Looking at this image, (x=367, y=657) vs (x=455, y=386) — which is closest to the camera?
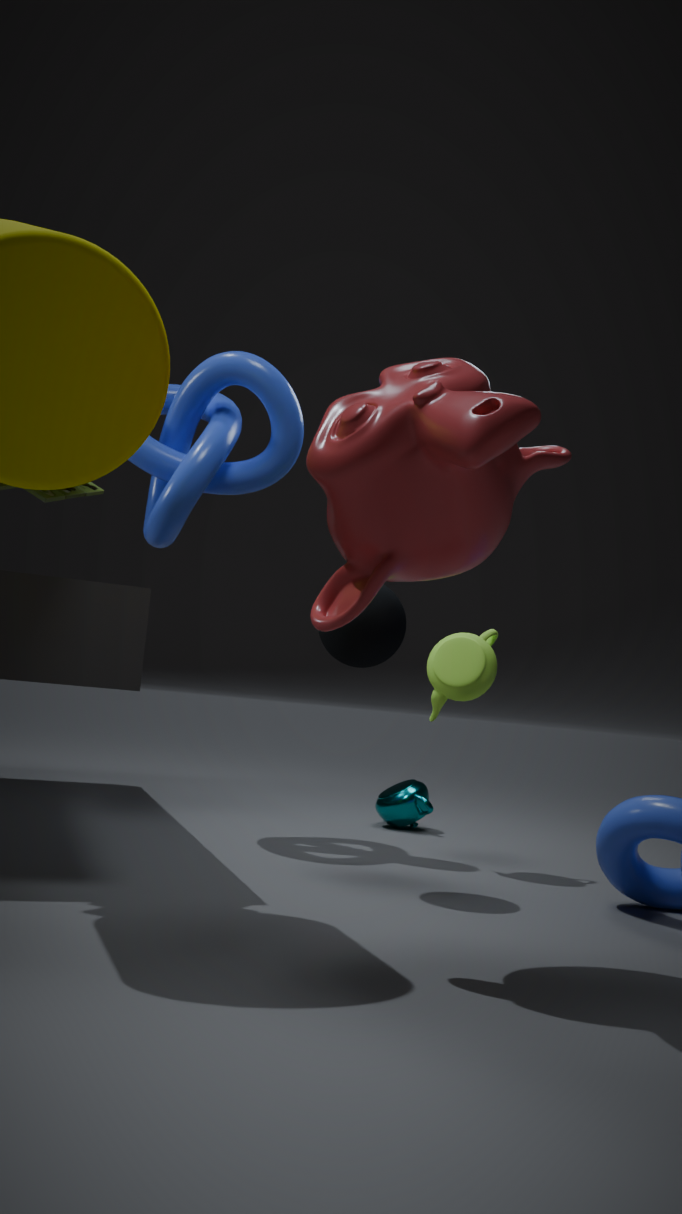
(x=455, y=386)
